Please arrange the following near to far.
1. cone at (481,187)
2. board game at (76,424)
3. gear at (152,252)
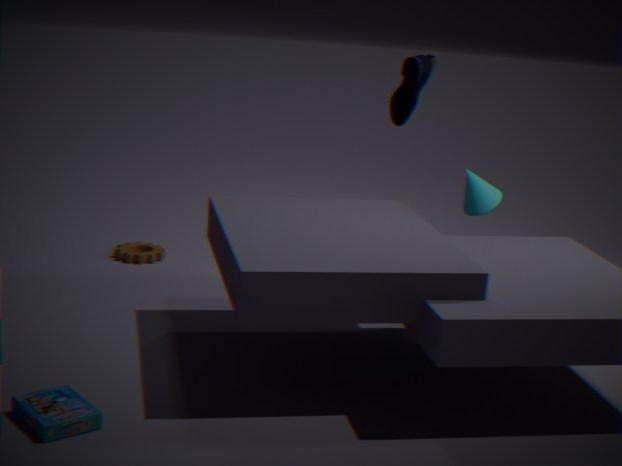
board game at (76,424) → cone at (481,187) → gear at (152,252)
